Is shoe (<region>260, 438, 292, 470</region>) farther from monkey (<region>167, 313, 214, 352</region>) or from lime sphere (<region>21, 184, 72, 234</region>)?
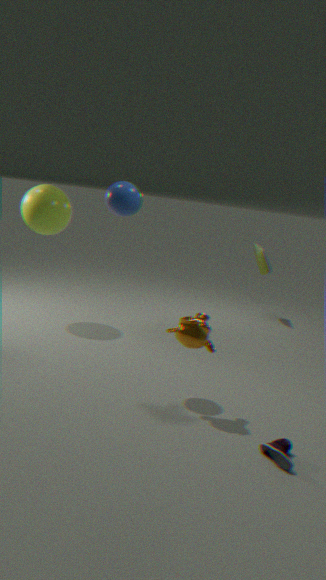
lime sphere (<region>21, 184, 72, 234</region>)
